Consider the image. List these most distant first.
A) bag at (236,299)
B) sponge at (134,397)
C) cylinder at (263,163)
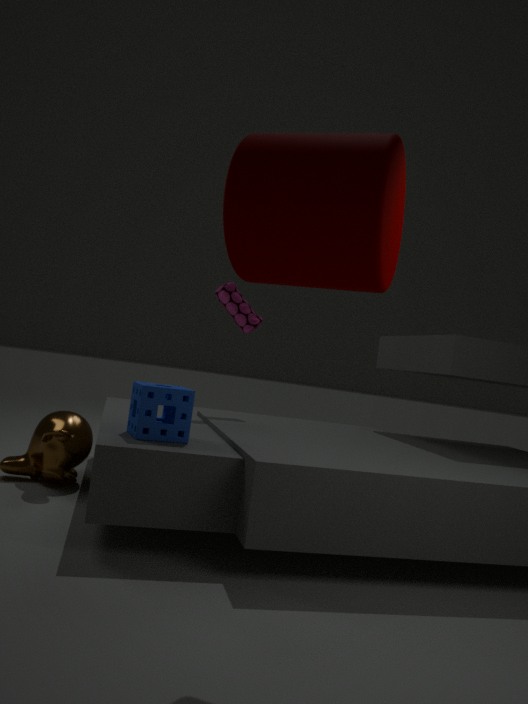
bag at (236,299) < sponge at (134,397) < cylinder at (263,163)
